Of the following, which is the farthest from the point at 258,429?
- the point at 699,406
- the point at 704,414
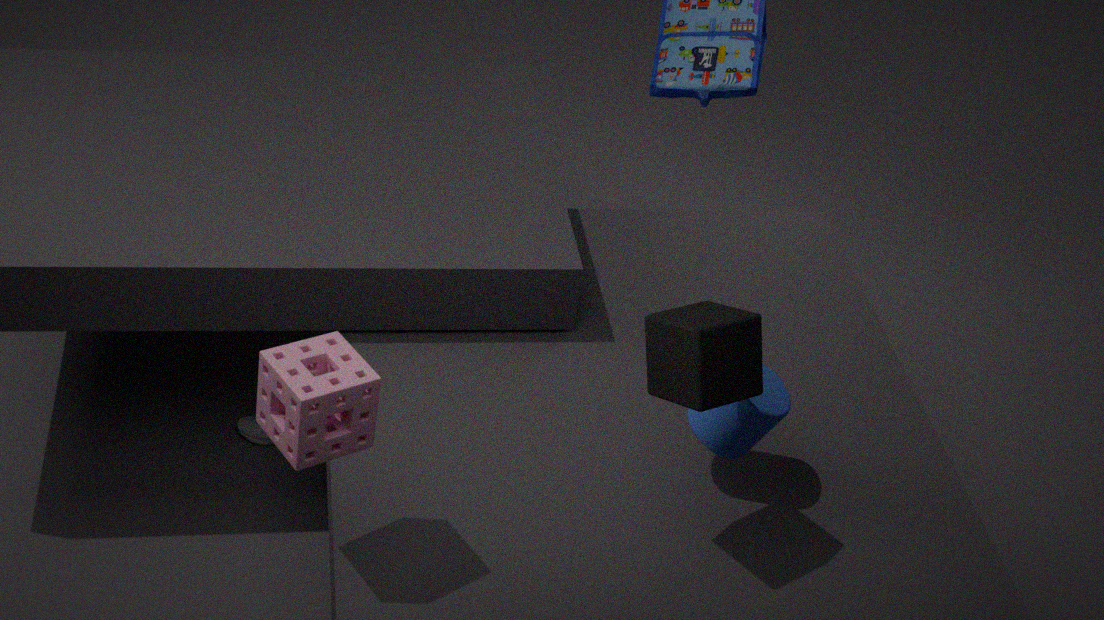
the point at 699,406
